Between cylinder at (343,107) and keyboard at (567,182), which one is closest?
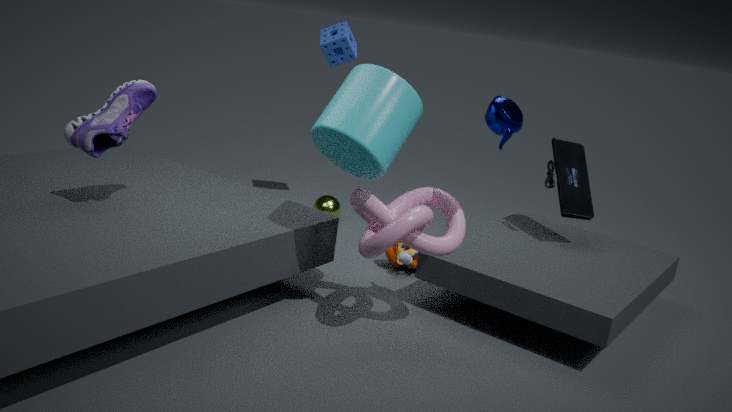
cylinder at (343,107)
